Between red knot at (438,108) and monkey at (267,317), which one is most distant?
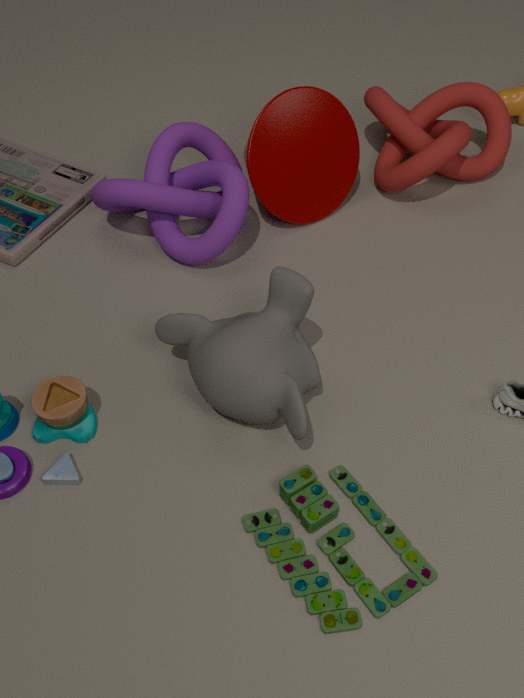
red knot at (438,108)
